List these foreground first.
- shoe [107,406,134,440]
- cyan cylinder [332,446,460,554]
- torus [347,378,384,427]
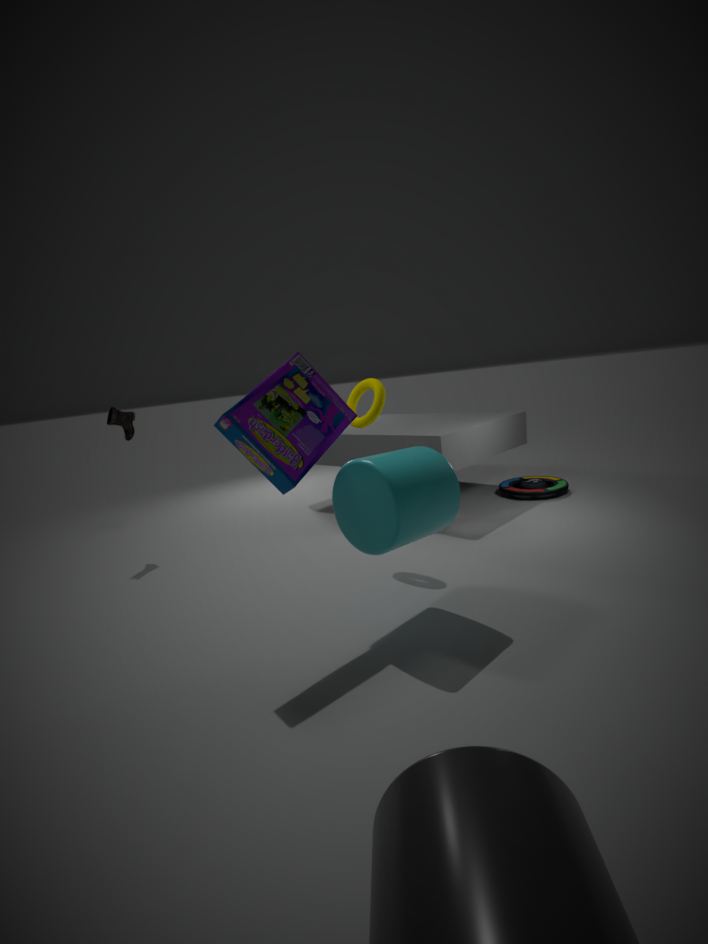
cyan cylinder [332,446,460,554] < torus [347,378,384,427] < shoe [107,406,134,440]
